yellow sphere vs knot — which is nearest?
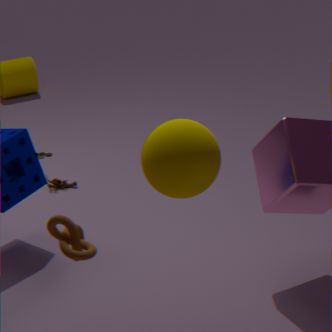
yellow sphere
